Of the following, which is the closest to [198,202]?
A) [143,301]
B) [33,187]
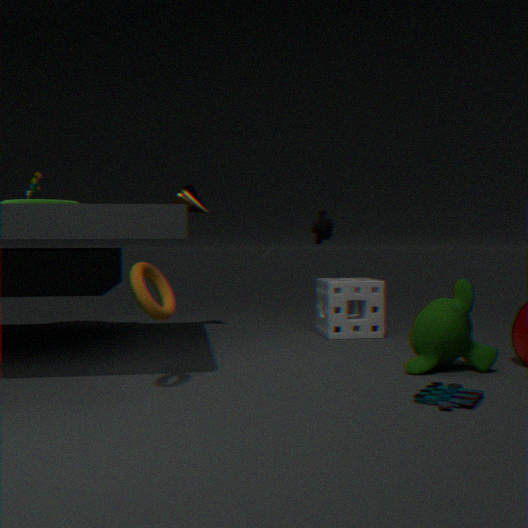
[33,187]
